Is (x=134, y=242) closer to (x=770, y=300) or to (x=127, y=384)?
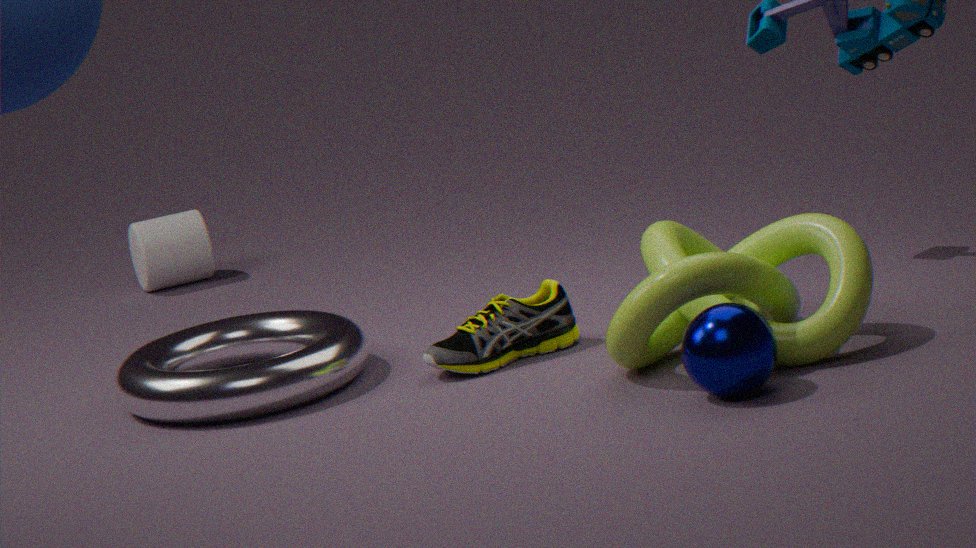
(x=127, y=384)
